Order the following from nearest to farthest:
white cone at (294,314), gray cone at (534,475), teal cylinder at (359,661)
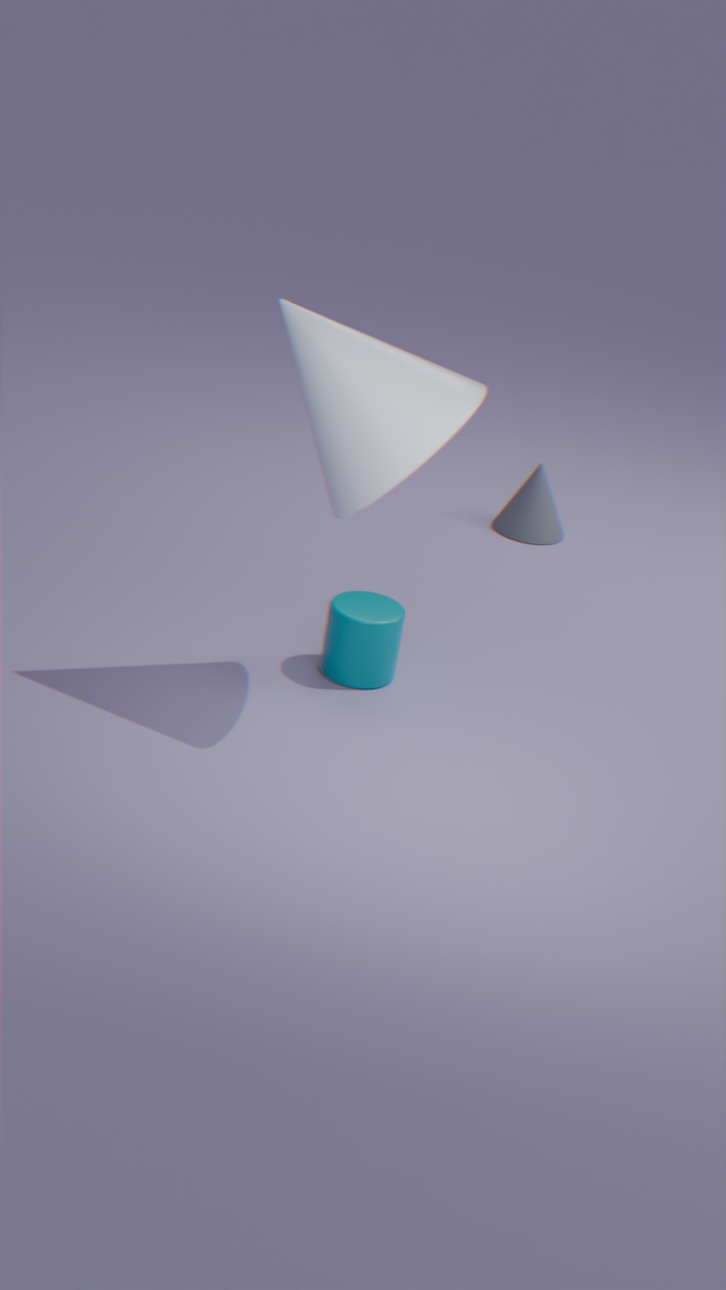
white cone at (294,314)
teal cylinder at (359,661)
gray cone at (534,475)
